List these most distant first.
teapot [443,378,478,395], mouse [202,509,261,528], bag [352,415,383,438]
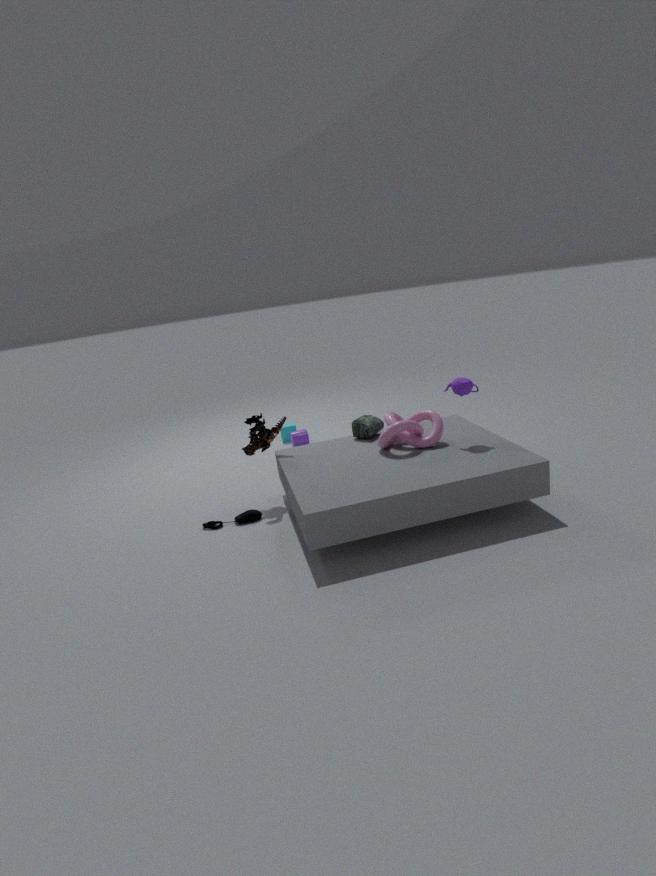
bag [352,415,383,438], mouse [202,509,261,528], teapot [443,378,478,395]
